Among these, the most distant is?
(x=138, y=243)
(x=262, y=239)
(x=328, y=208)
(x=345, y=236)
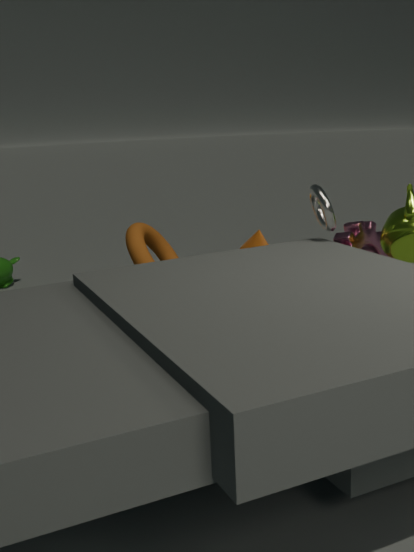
(x=262, y=239)
